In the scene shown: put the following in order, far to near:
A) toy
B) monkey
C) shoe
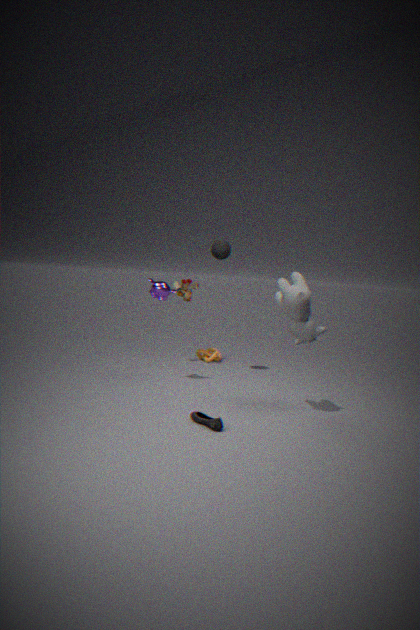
toy, monkey, shoe
